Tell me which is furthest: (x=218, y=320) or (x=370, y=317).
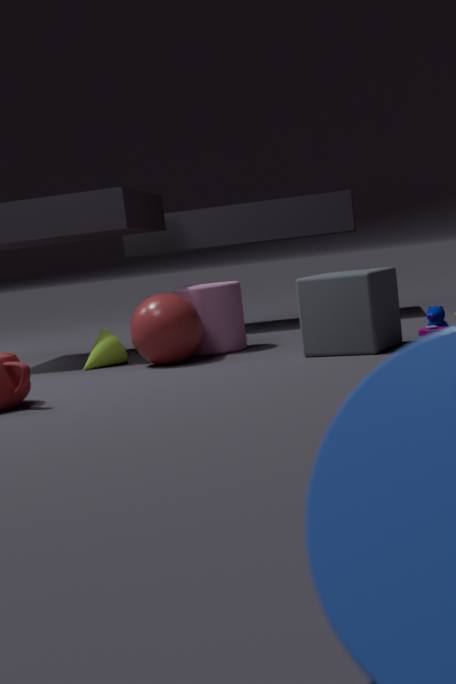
(x=218, y=320)
